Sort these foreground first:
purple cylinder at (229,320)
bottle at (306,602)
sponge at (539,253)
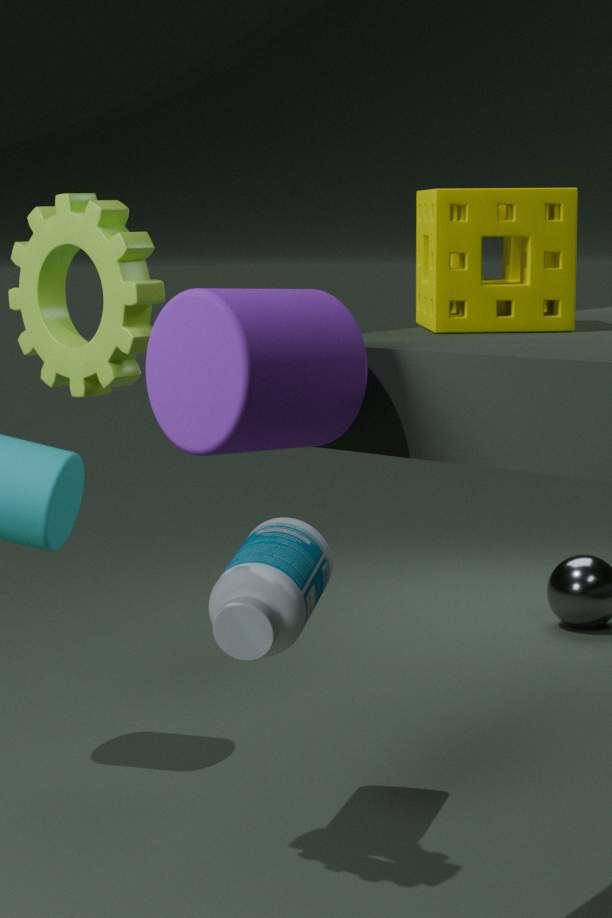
purple cylinder at (229,320)
sponge at (539,253)
bottle at (306,602)
